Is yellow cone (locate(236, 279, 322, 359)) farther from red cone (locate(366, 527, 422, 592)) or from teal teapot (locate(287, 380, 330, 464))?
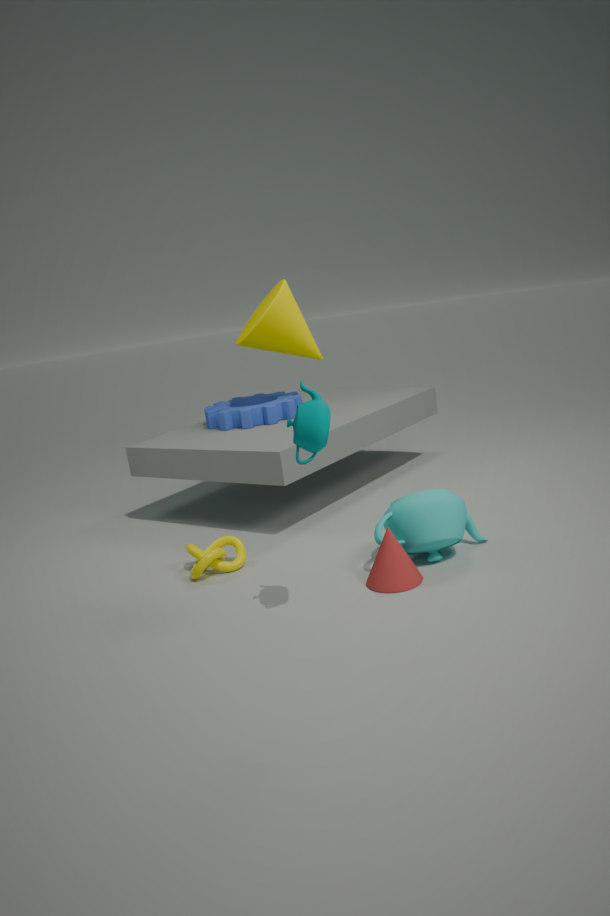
teal teapot (locate(287, 380, 330, 464))
